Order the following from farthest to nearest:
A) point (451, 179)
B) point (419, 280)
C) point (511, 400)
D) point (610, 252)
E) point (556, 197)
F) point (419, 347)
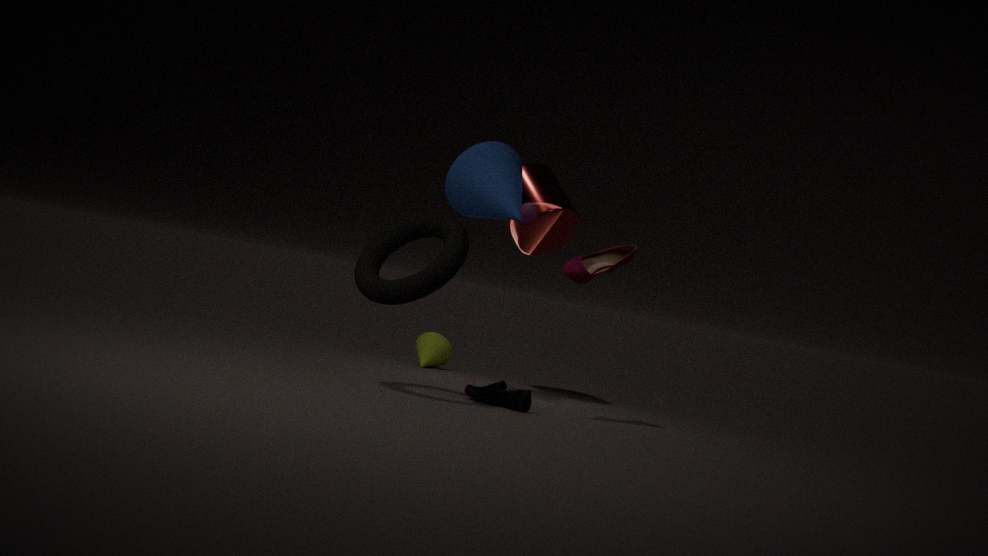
point (419, 347), point (556, 197), point (451, 179), point (610, 252), point (511, 400), point (419, 280)
